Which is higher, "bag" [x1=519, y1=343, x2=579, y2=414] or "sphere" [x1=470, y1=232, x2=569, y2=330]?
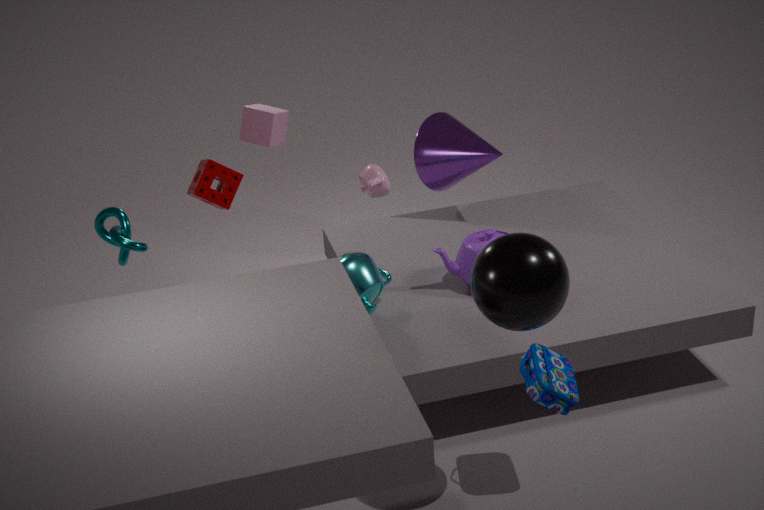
"sphere" [x1=470, y1=232, x2=569, y2=330]
